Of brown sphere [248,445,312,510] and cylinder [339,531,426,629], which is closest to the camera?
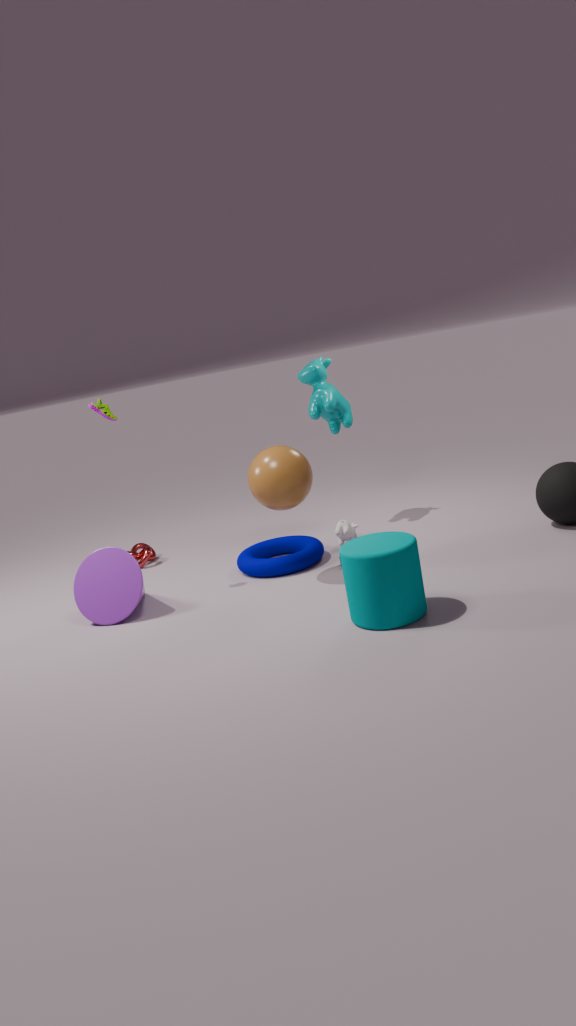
cylinder [339,531,426,629]
